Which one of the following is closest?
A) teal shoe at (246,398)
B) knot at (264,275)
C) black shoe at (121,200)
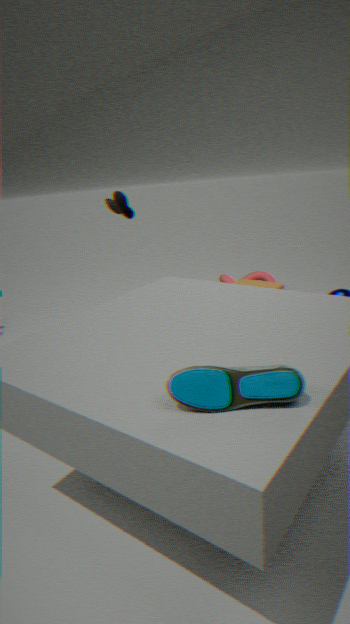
teal shoe at (246,398)
